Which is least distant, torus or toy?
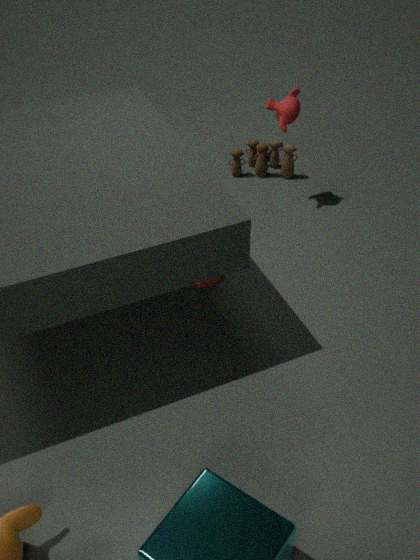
torus
